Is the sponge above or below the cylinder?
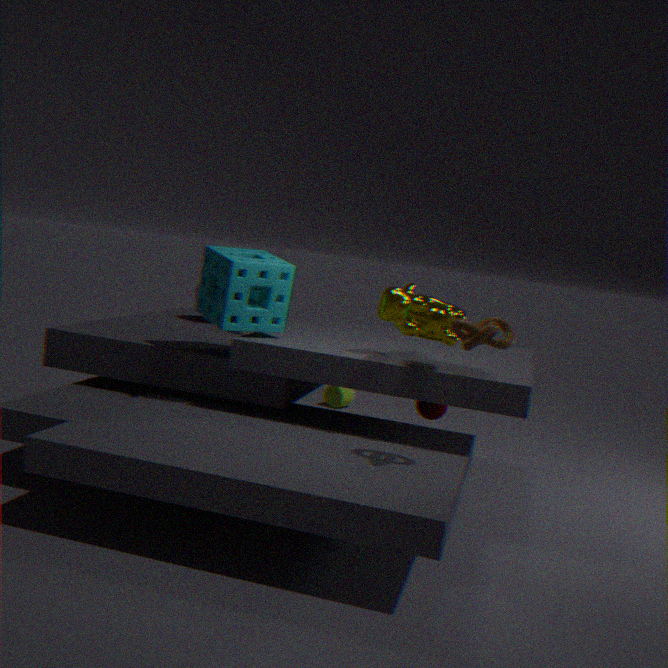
above
